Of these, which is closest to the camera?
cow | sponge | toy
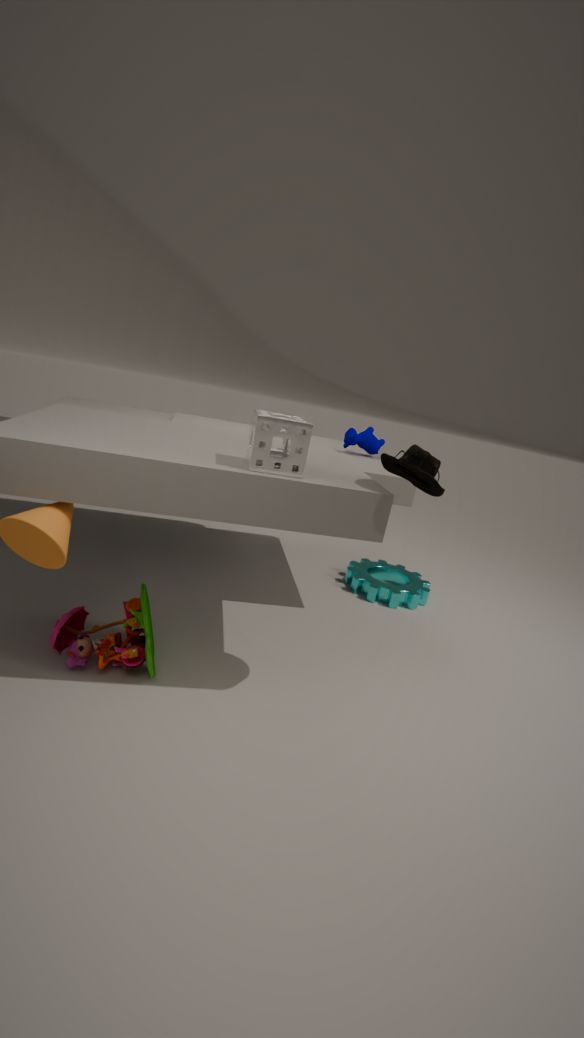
sponge
